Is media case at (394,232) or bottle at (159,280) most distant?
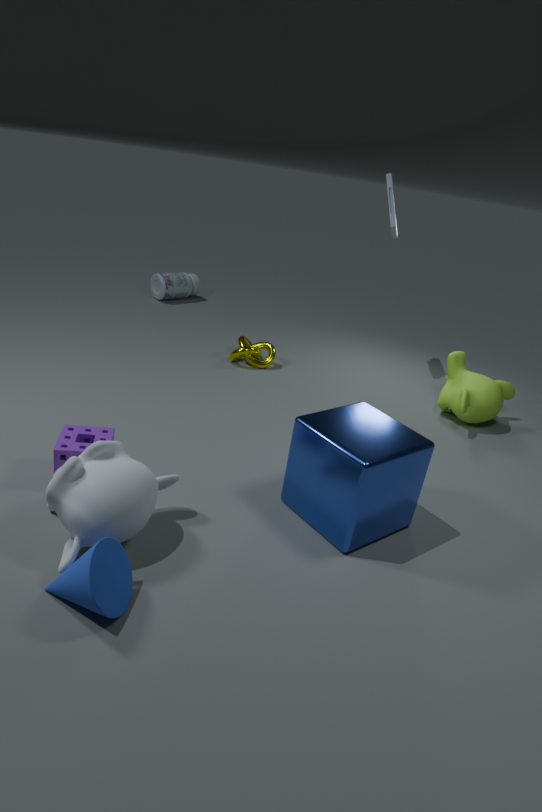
bottle at (159,280)
